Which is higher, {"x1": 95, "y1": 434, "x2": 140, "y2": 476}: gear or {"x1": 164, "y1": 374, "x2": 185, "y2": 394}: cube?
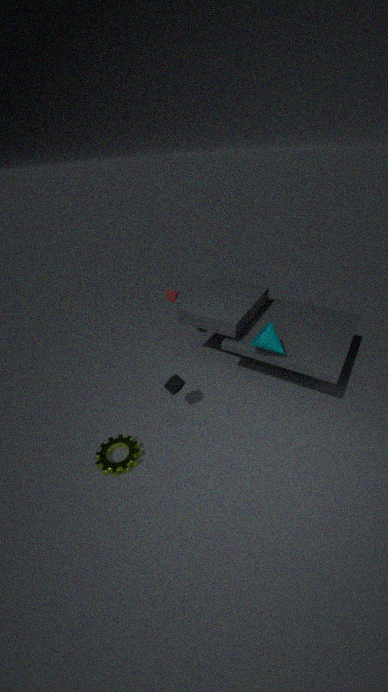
{"x1": 164, "y1": 374, "x2": 185, "y2": 394}: cube
